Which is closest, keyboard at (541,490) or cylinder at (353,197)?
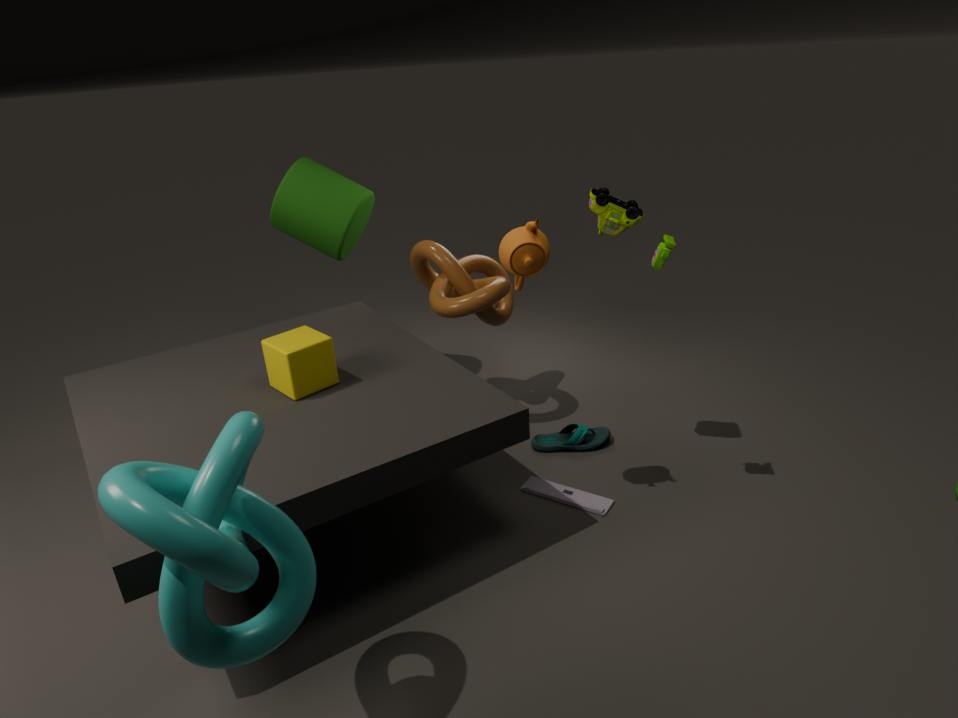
keyboard at (541,490)
